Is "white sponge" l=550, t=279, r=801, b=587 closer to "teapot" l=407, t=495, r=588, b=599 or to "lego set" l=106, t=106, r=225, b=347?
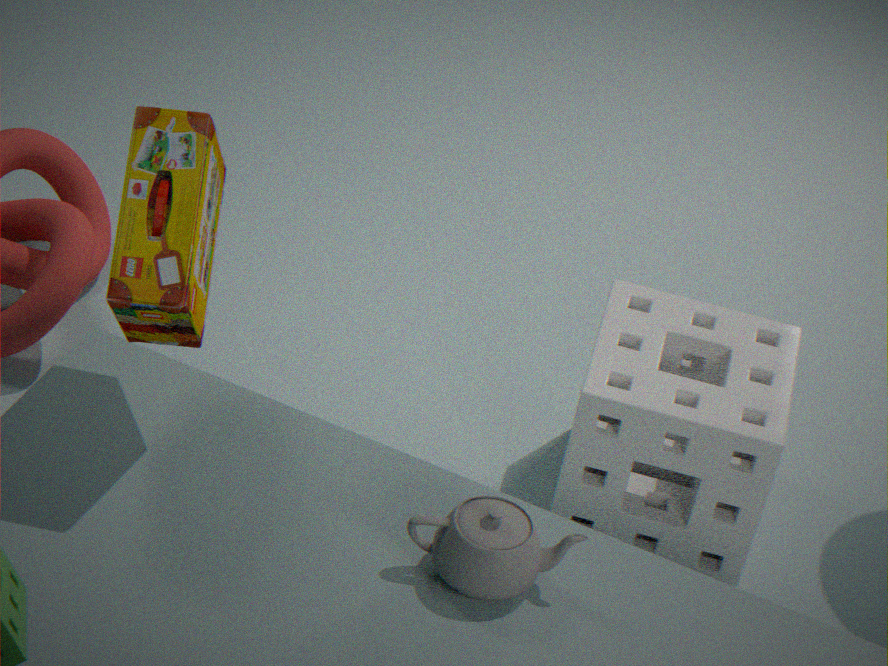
"teapot" l=407, t=495, r=588, b=599
